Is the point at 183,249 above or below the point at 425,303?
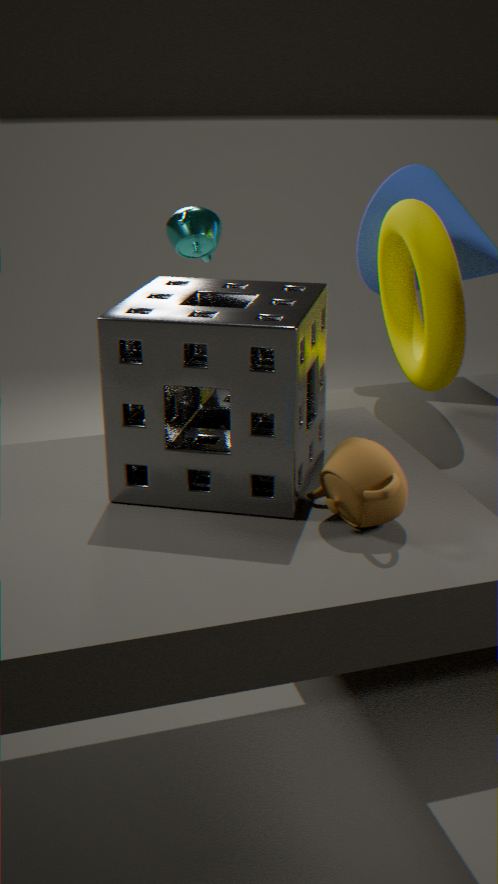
above
